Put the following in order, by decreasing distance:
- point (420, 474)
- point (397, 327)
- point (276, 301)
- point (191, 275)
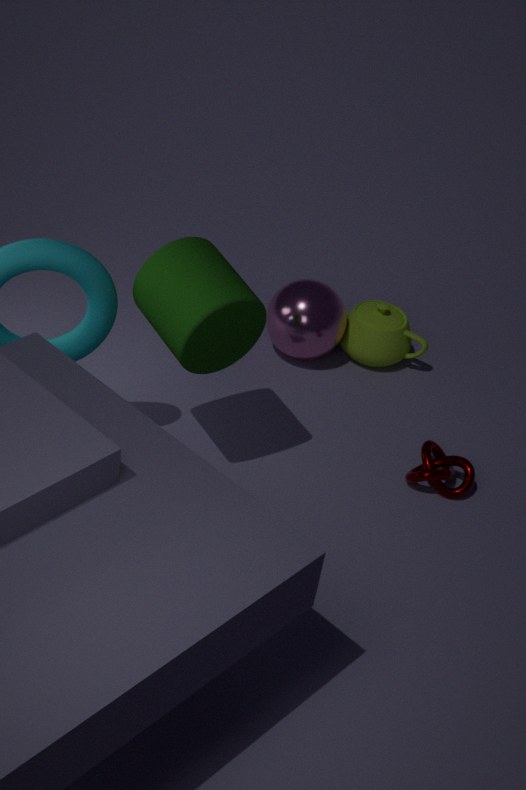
point (397, 327), point (276, 301), point (420, 474), point (191, 275)
